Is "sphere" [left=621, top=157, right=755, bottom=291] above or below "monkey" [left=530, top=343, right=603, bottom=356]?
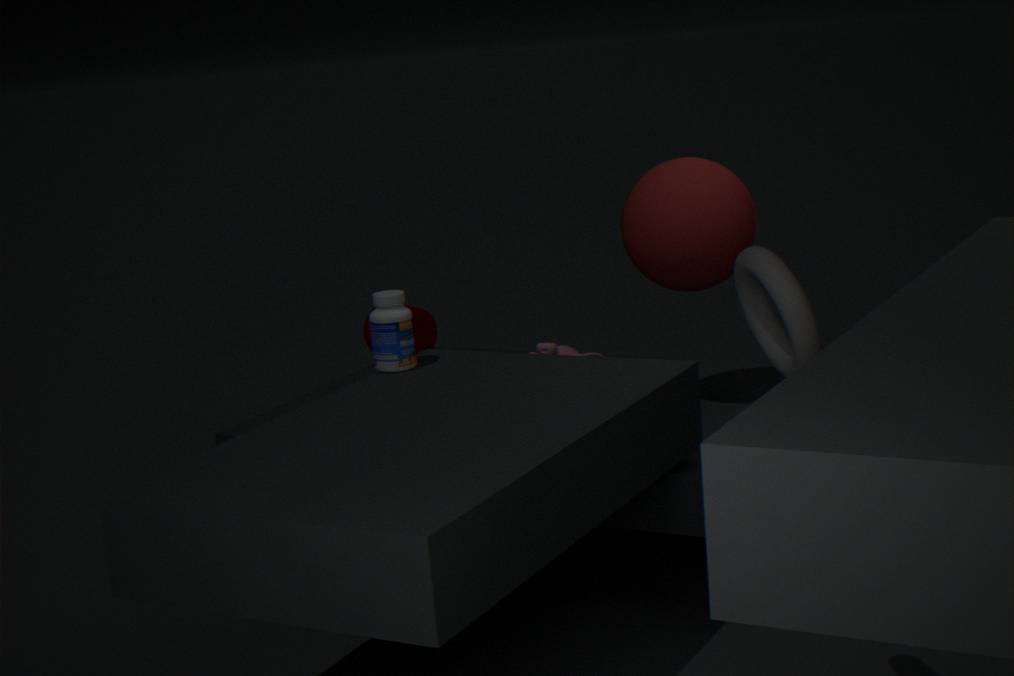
above
